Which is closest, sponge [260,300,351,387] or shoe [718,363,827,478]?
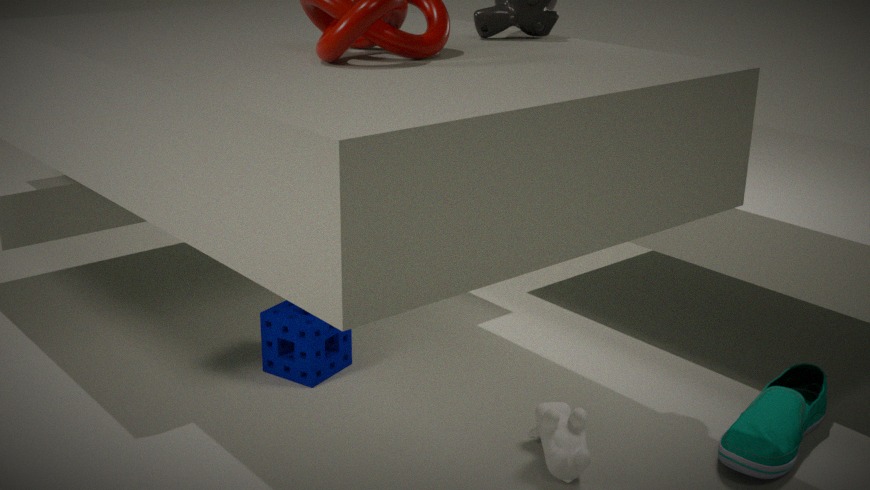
shoe [718,363,827,478]
